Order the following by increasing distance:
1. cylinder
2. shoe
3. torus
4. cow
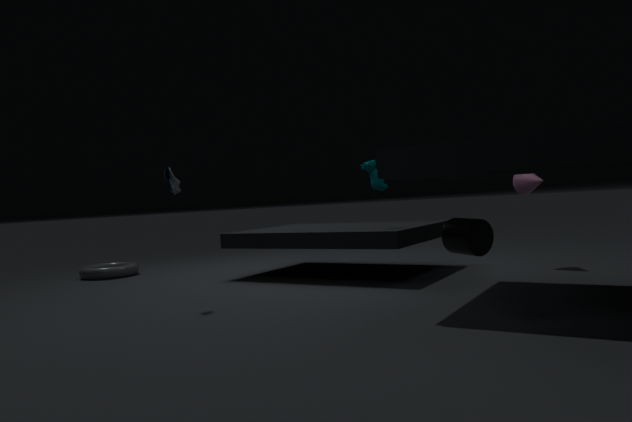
cylinder < shoe < cow < torus
